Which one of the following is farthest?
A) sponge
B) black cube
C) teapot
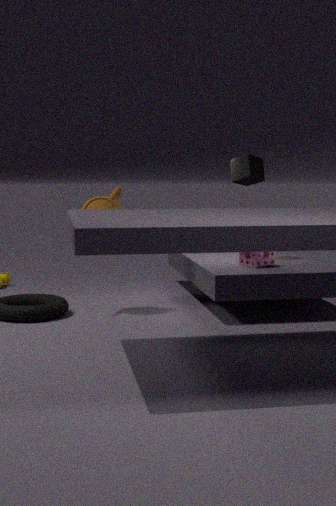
black cube
